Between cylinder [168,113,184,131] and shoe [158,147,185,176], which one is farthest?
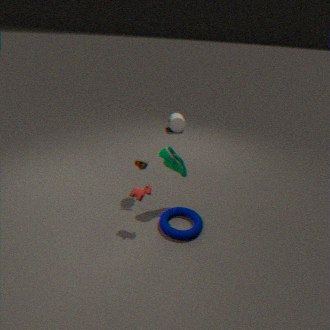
cylinder [168,113,184,131]
